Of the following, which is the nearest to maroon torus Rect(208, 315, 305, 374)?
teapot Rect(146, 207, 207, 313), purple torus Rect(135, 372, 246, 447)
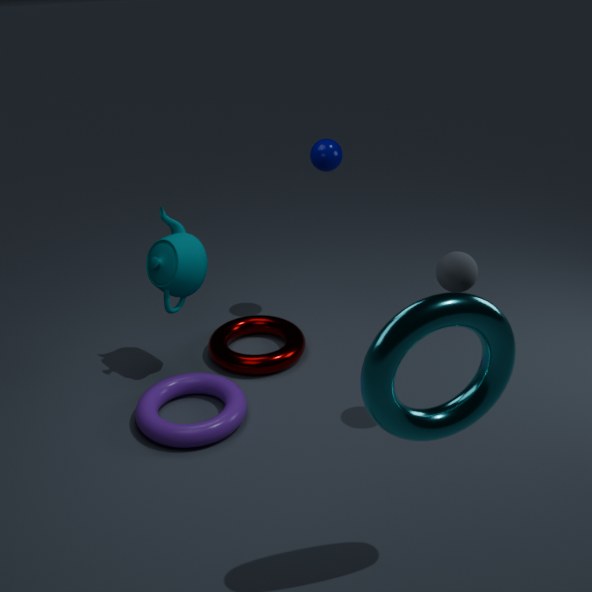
purple torus Rect(135, 372, 246, 447)
